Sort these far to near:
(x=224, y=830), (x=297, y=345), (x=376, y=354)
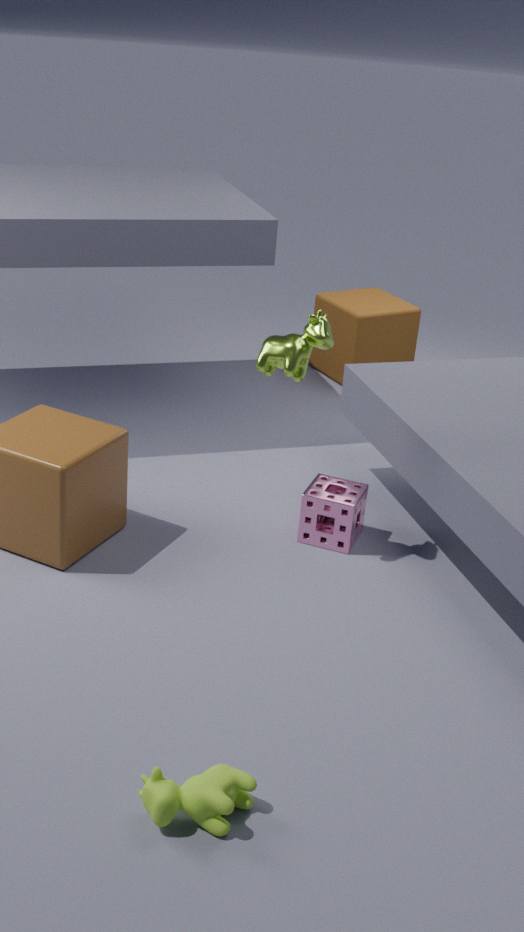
1. (x=376, y=354)
2. (x=297, y=345)
3. (x=224, y=830)
